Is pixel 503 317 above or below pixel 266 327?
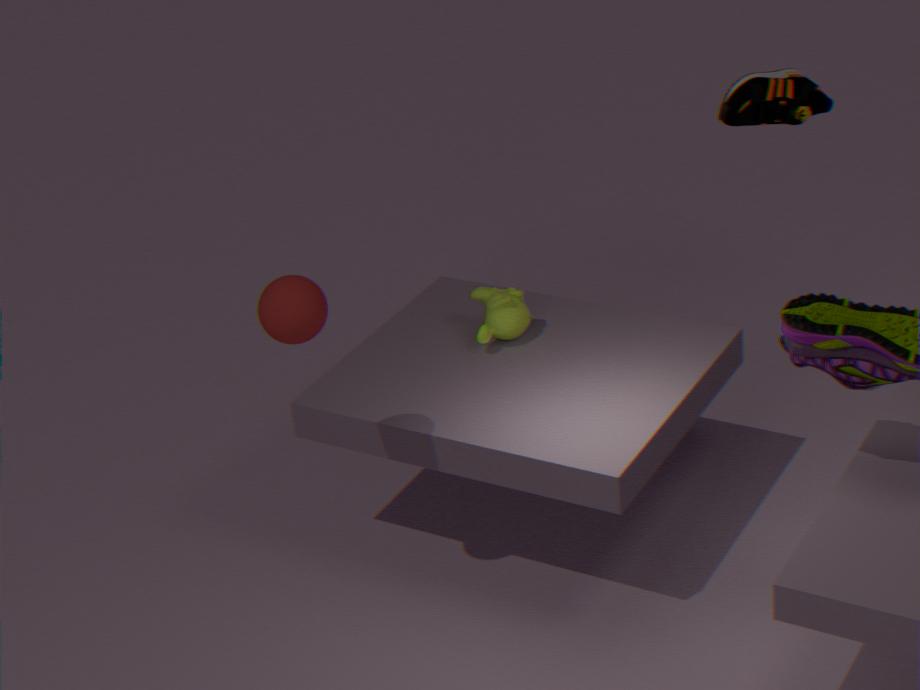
below
